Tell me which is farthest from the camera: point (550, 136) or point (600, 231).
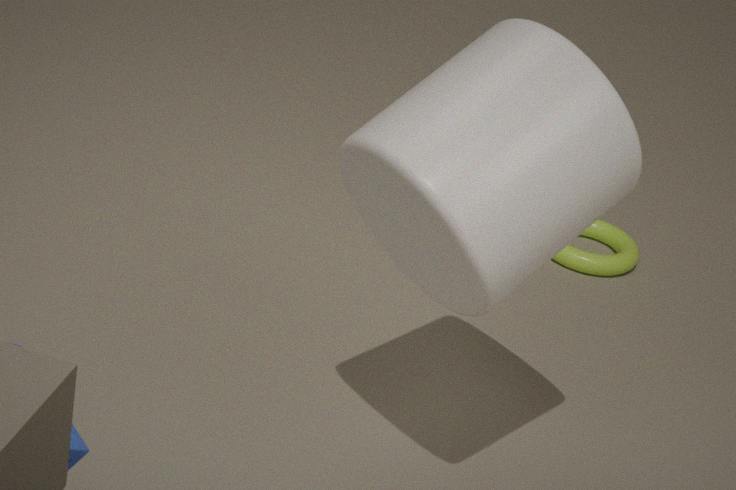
point (600, 231)
